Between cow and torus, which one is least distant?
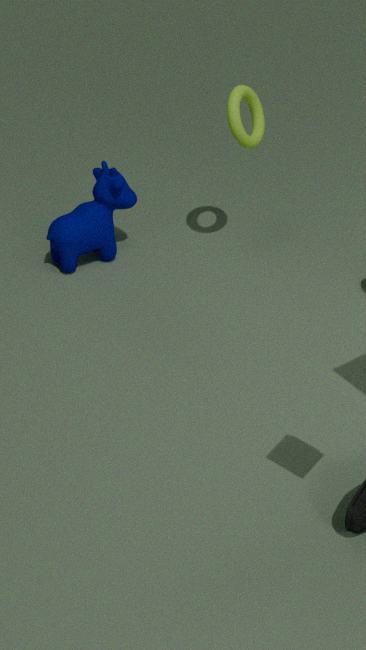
torus
